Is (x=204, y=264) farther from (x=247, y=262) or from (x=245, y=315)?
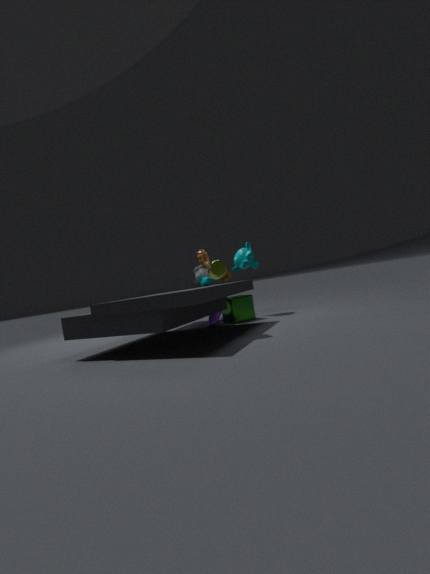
(x=245, y=315)
